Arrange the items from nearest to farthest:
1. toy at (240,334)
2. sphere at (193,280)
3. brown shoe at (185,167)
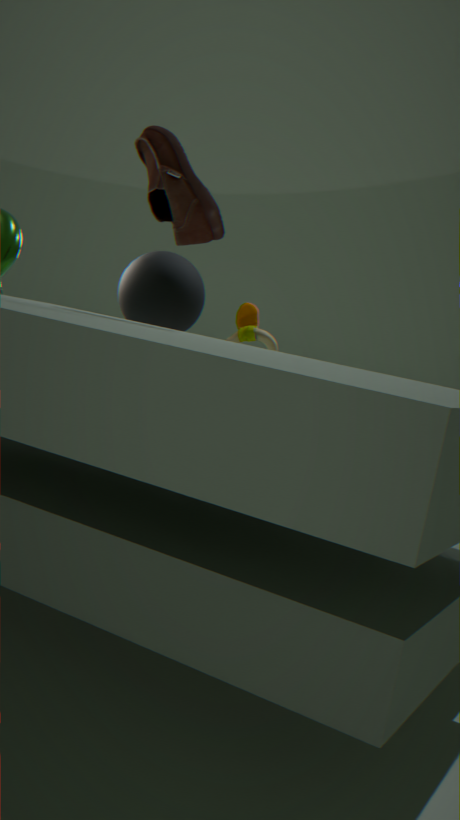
brown shoe at (185,167)
toy at (240,334)
sphere at (193,280)
